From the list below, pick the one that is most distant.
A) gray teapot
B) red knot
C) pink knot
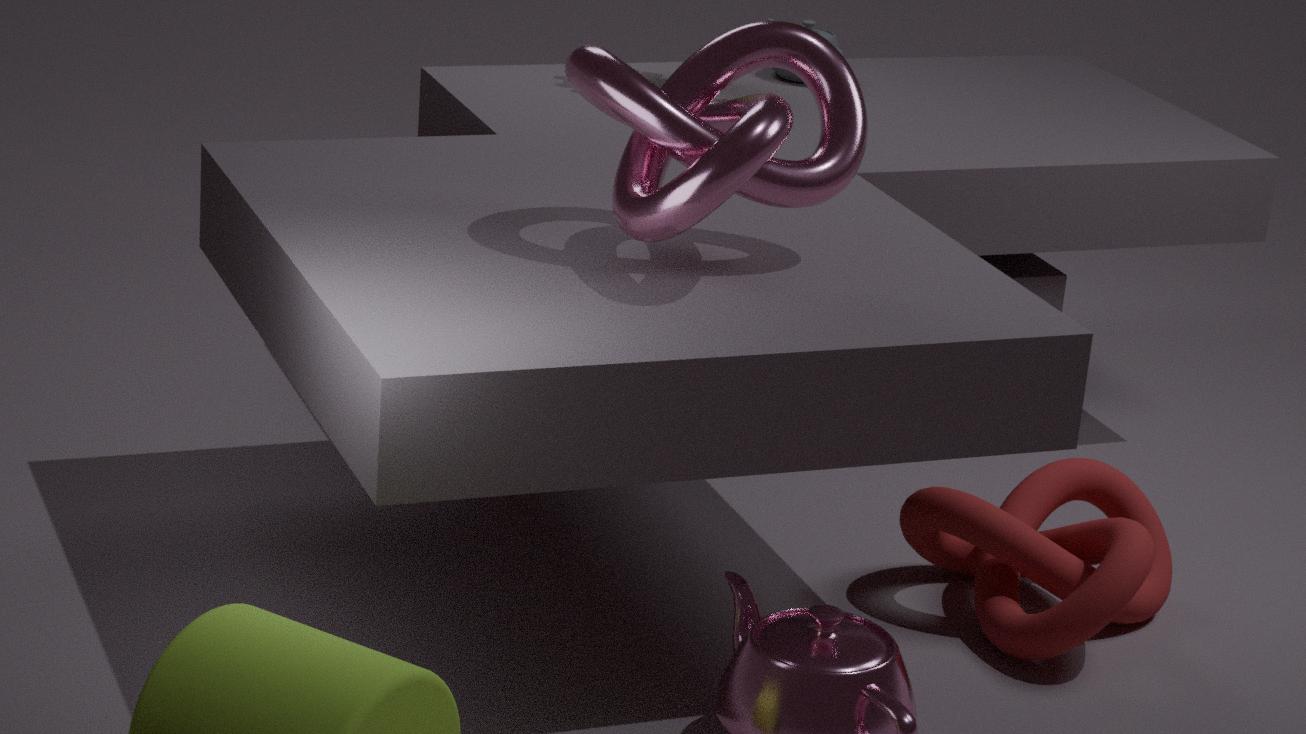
gray teapot
